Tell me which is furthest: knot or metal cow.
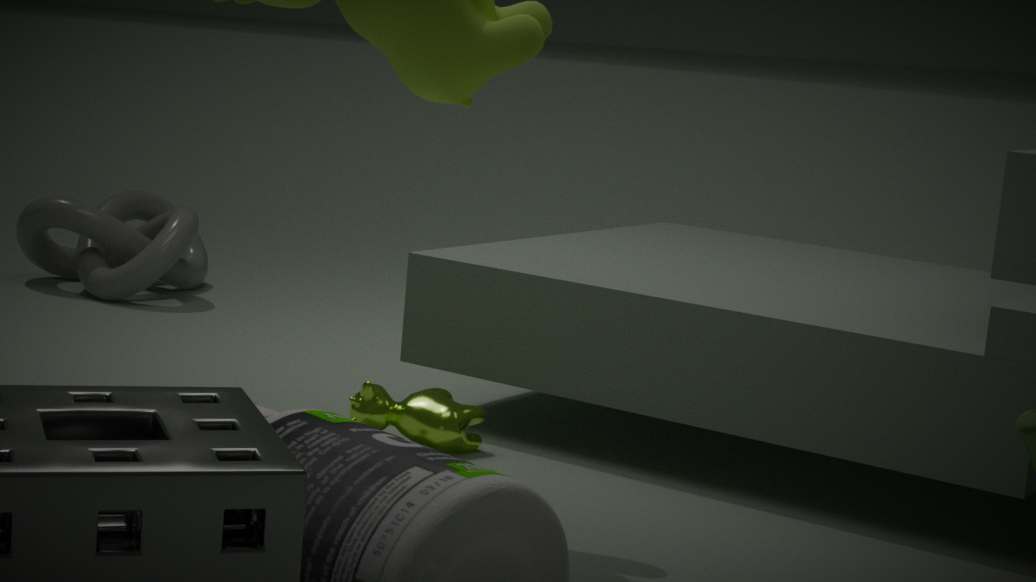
knot
